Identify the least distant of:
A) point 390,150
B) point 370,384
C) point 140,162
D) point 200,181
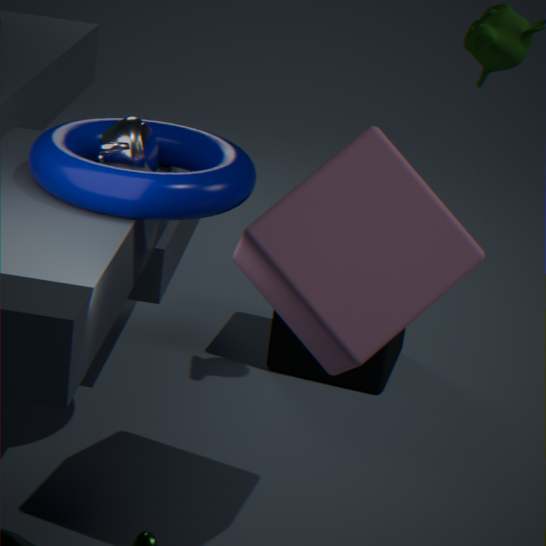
point 390,150
